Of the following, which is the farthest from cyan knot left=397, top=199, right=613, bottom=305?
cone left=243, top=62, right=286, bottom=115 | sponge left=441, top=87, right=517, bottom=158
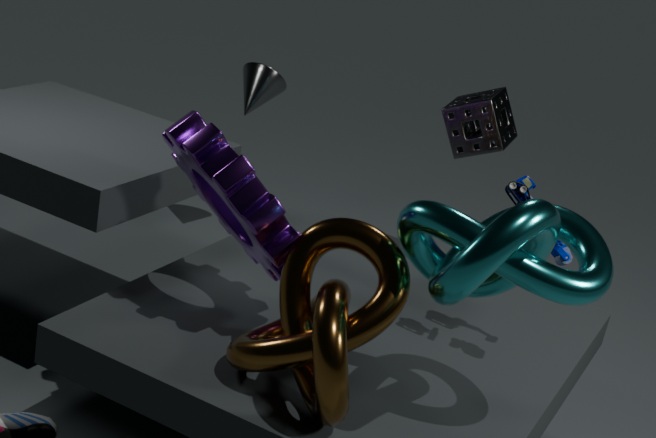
cone left=243, top=62, right=286, bottom=115
